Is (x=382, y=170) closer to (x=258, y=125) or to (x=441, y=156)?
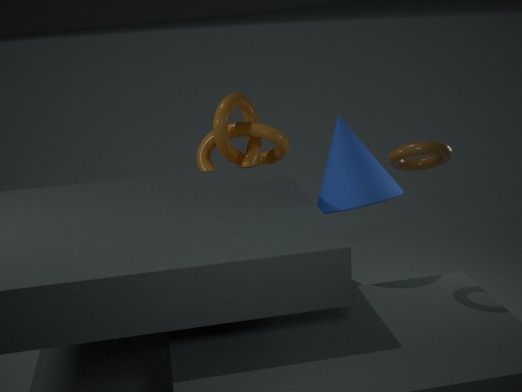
(x=441, y=156)
